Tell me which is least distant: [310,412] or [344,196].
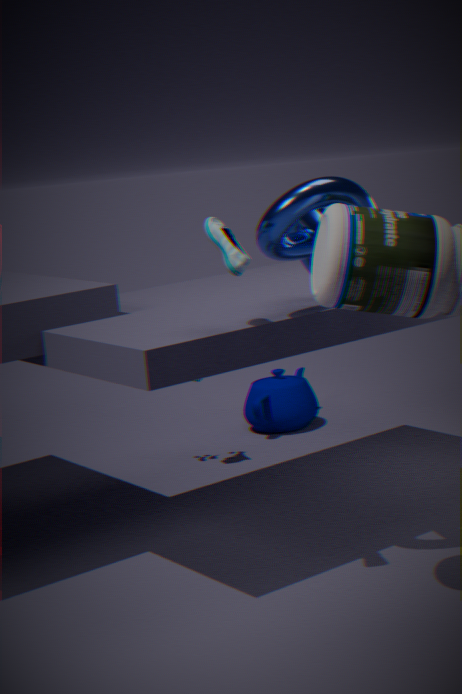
[344,196]
